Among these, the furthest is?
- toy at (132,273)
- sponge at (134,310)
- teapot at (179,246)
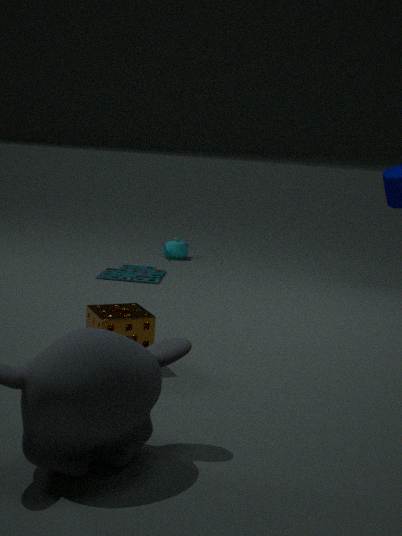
teapot at (179,246)
